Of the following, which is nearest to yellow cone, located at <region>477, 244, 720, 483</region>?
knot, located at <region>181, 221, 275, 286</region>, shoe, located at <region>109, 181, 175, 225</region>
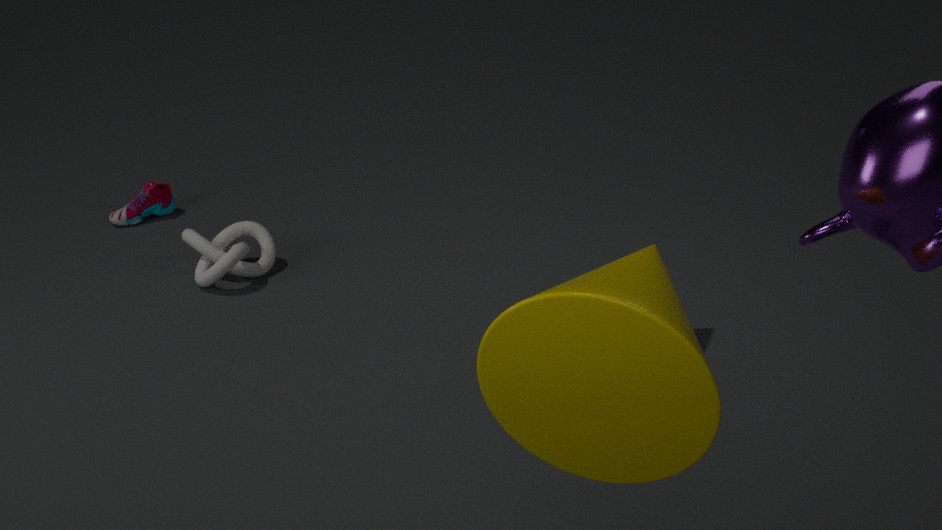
knot, located at <region>181, 221, 275, 286</region>
